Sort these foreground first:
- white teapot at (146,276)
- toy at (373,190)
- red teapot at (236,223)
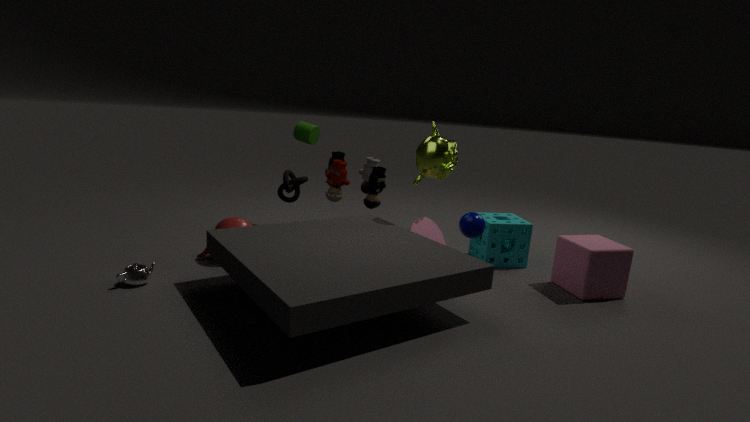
white teapot at (146,276)
red teapot at (236,223)
toy at (373,190)
